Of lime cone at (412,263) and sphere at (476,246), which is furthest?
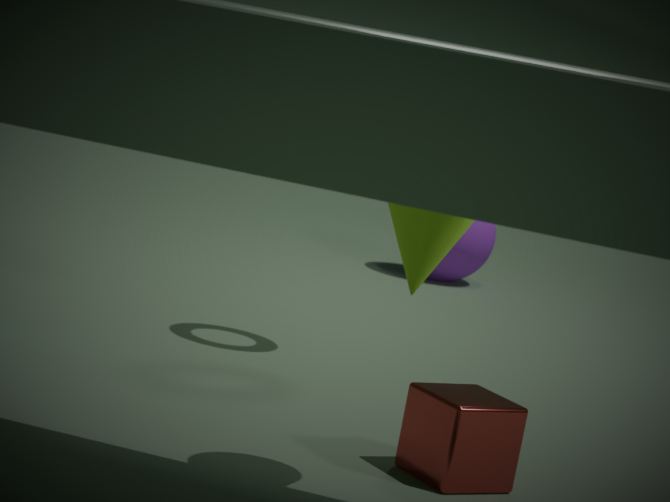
sphere at (476,246)
